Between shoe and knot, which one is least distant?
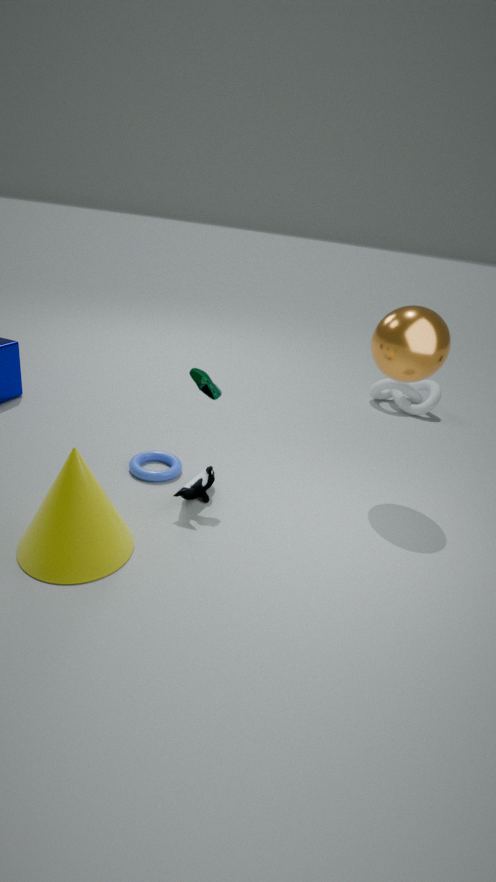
shoe
